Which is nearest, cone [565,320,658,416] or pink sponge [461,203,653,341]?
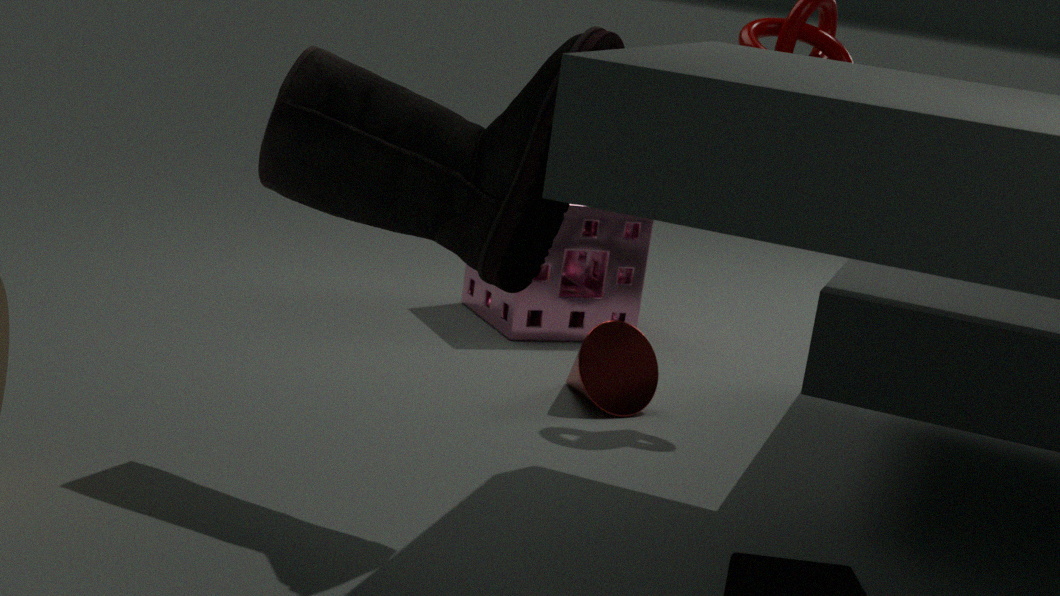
cone [565,320,658,416]
